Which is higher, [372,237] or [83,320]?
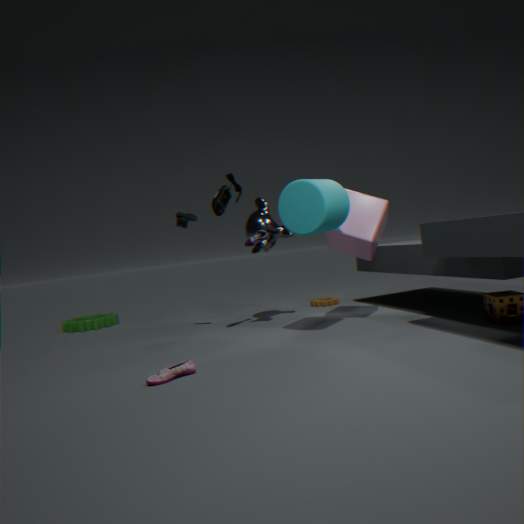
[372,237]
